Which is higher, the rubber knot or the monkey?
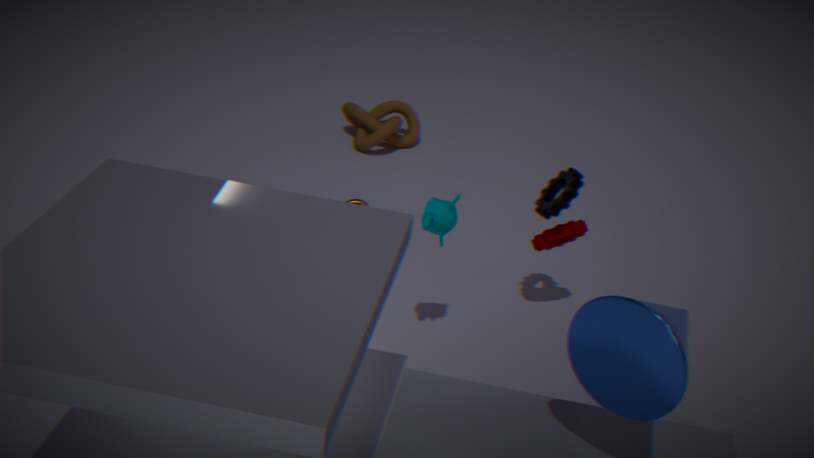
the monkey
